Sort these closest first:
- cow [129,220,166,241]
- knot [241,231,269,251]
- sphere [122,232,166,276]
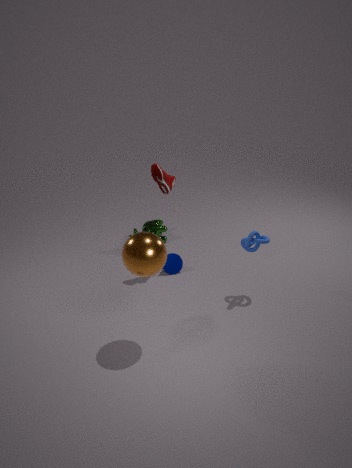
1. sphere [122,232,166,276]
2. knot [241,231,269,251]
3. cow [129,220,166,241]
